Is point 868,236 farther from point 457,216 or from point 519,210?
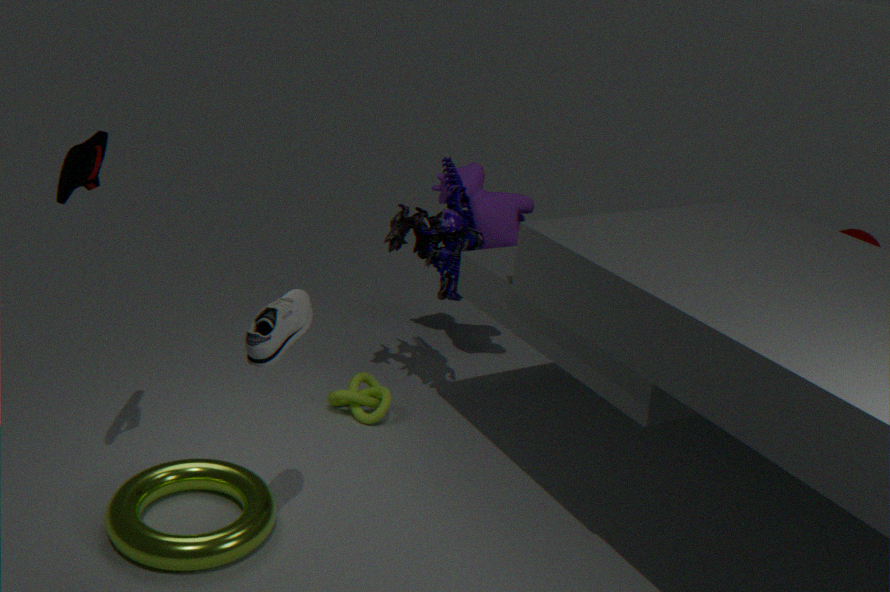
point 457,216
